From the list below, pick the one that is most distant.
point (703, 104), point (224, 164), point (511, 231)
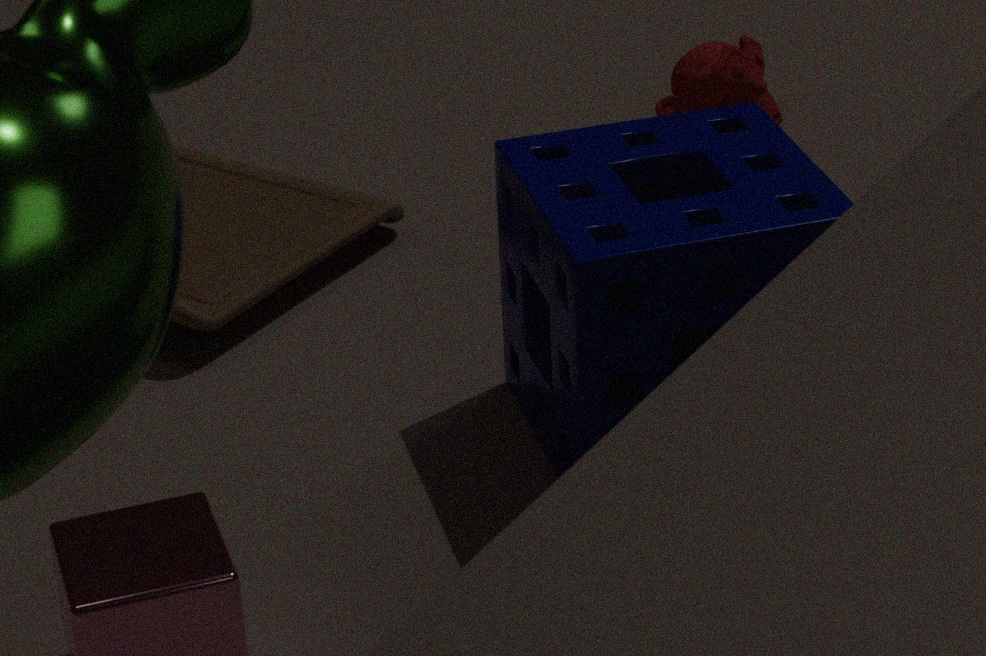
point (703, 104)
